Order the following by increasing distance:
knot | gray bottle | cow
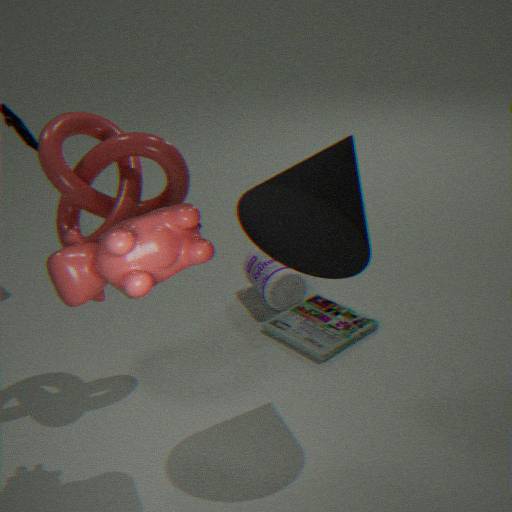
cow < knot < gray bottle
